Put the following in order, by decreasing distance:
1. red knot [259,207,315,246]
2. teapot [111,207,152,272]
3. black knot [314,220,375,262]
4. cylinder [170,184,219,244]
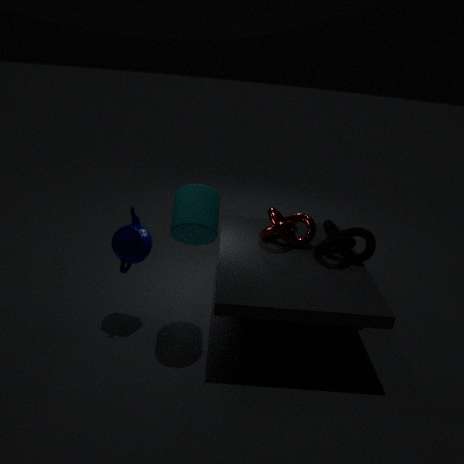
red knot [259,207,315,246]
black knot [314,220,375,262]
teapot [111,207,152,272]
cylinder [170,184,219,244]
